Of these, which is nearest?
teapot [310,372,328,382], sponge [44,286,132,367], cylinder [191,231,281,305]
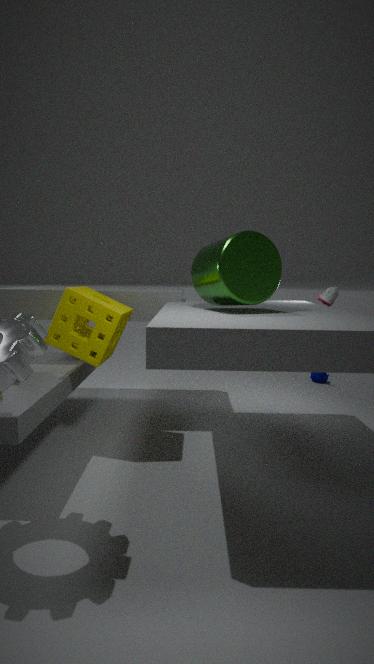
cylinder [191,231,281,305]
